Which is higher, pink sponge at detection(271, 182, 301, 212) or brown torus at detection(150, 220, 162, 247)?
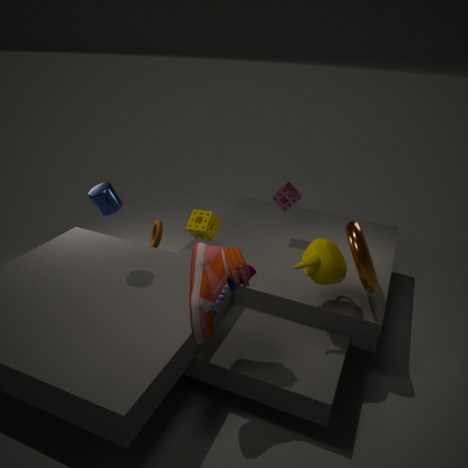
pink sponge at detection(271, 182, 301, 212)
